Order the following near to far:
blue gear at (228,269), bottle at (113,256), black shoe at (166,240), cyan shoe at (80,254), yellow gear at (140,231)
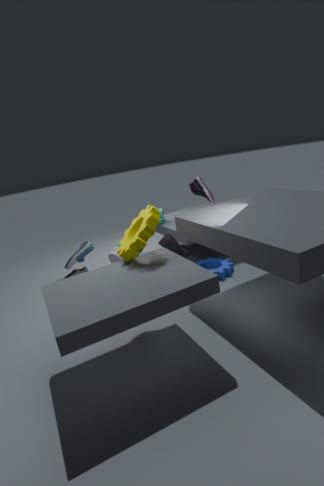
yellow gear at (140,231) → black shoe at (166,240) → bottle at (113,256) → cyan shoe at (80,254) → blue gear at (228,269)
